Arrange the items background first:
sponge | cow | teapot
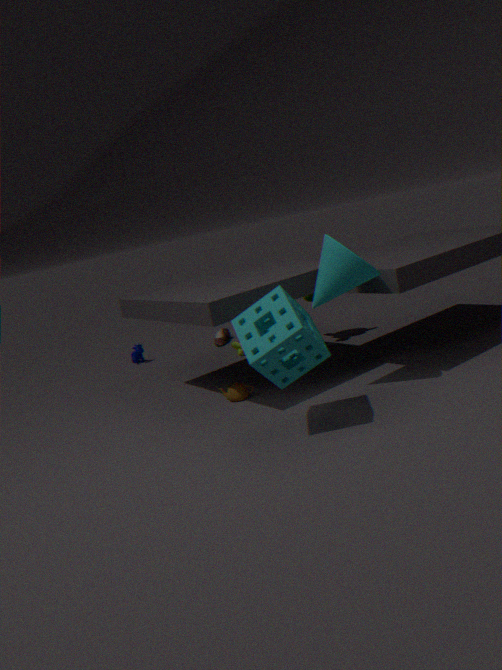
cow, teapot, sponge
